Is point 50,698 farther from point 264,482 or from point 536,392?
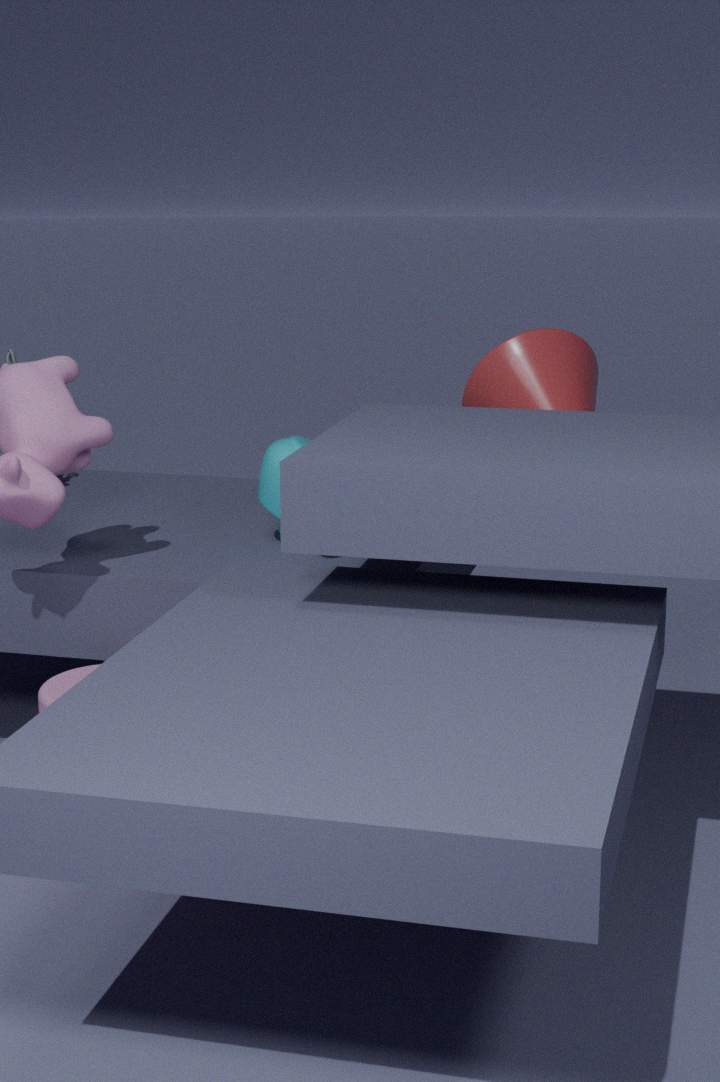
point 536,392
